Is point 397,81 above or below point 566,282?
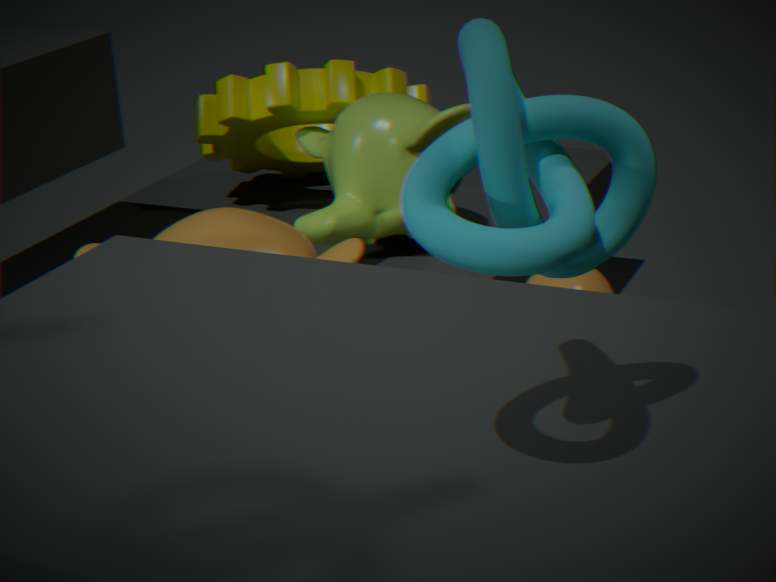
above
